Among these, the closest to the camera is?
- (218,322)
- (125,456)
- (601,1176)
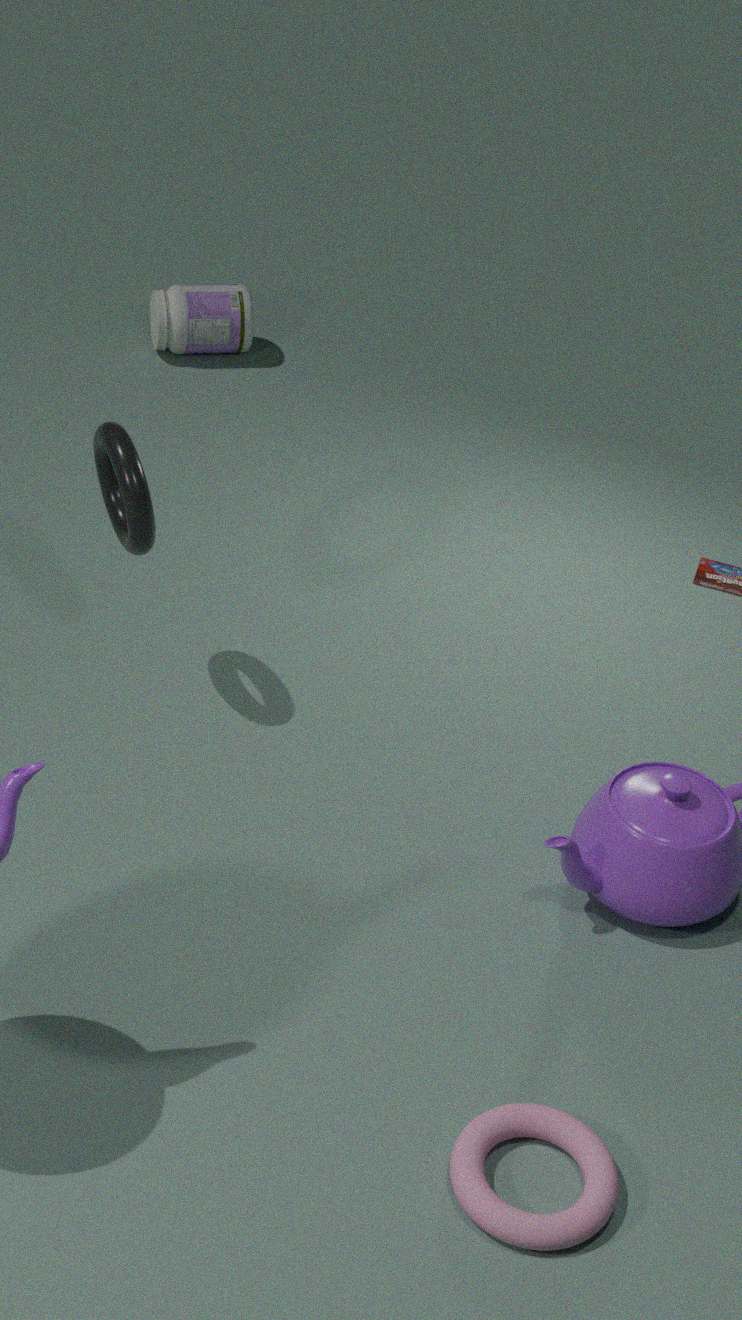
(601,1176)
